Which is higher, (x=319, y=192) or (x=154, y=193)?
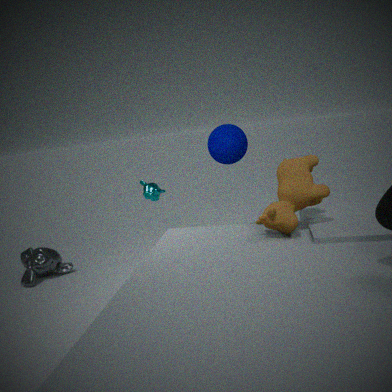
(x=319, y=192)
